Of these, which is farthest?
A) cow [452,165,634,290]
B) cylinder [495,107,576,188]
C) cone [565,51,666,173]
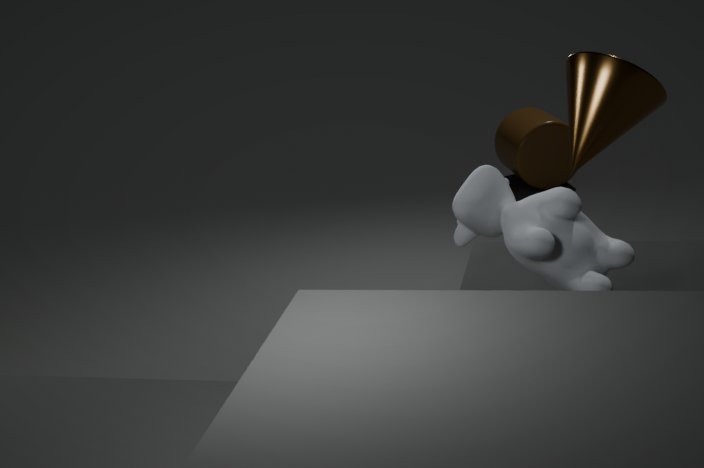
cylinder [495,107,576,188]
